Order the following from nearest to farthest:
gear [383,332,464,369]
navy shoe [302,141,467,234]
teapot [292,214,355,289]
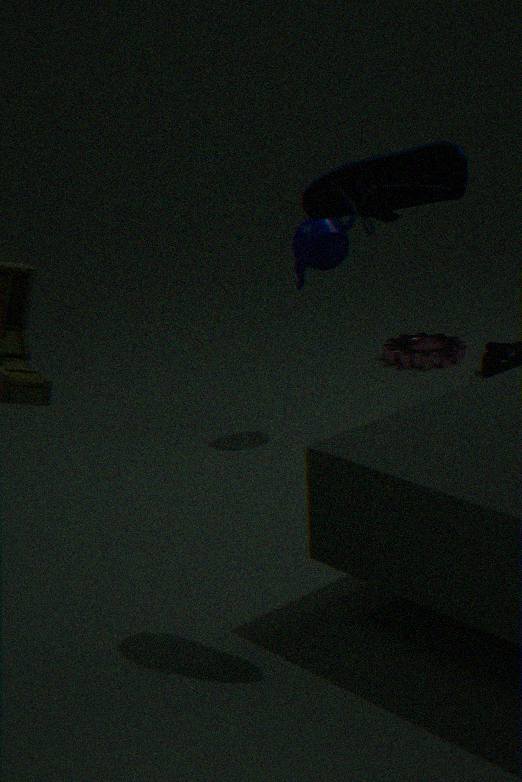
navy shoe [302,141,467,234] → teapot [292,214,355,289] → gear [383,332,464,369]
